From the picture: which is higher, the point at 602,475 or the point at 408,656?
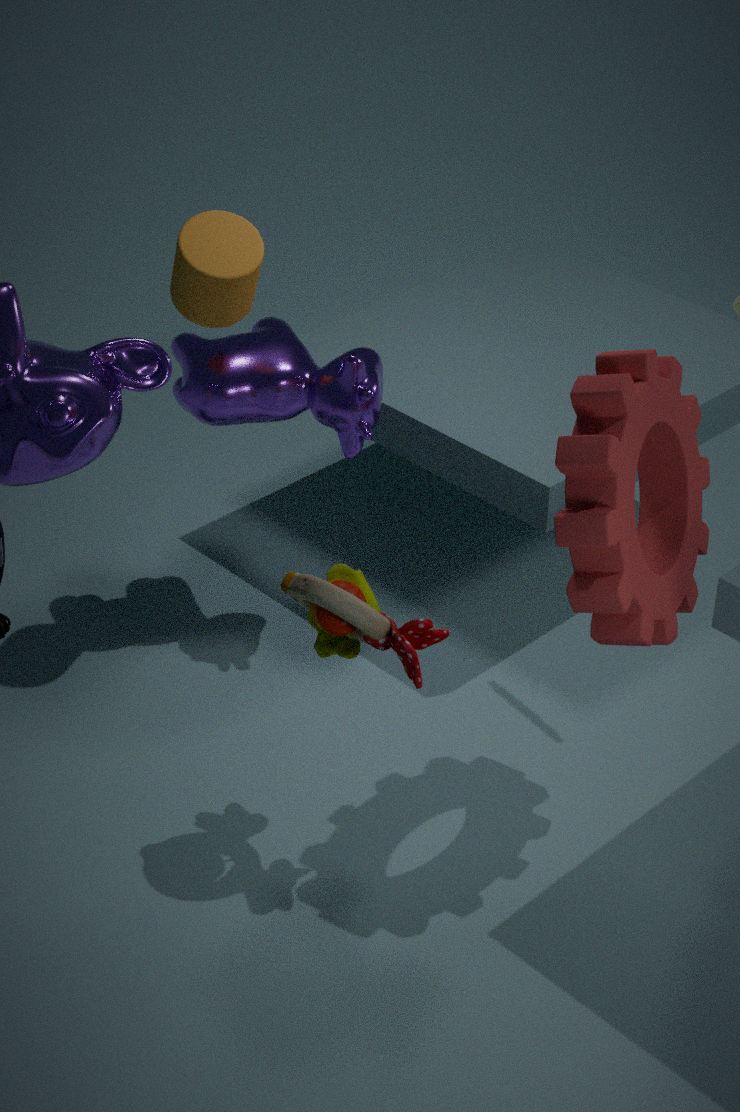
the point at 602,475
